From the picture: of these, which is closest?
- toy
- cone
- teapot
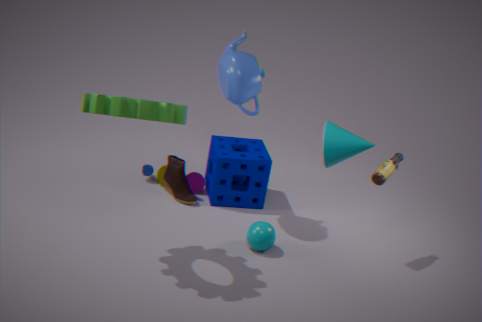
cone
